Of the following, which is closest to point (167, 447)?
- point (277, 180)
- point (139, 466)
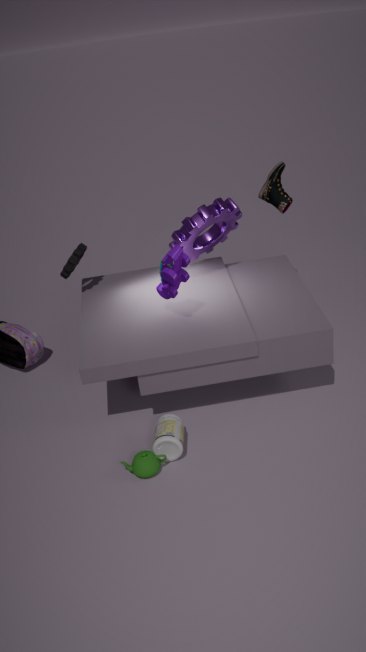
point (139, 466)
